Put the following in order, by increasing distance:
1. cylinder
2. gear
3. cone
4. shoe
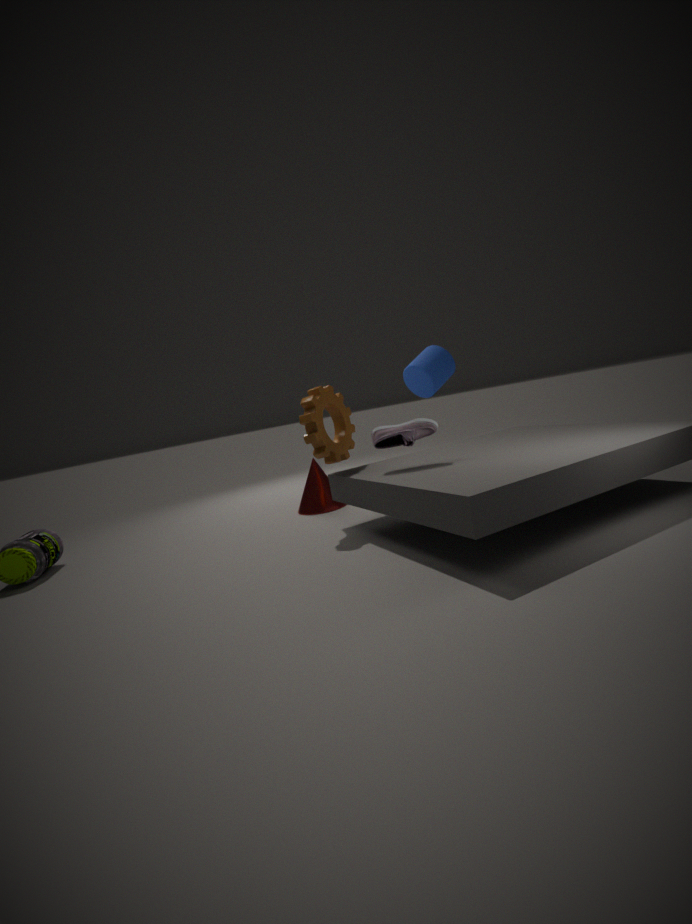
shoe, gear, cone, cylinder
